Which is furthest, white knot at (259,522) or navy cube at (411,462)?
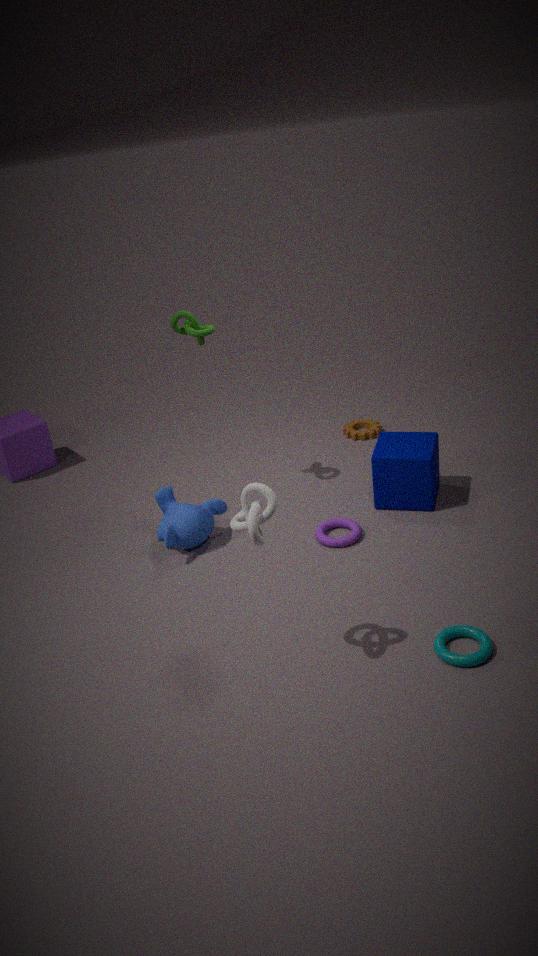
navy cube at (411,462)
